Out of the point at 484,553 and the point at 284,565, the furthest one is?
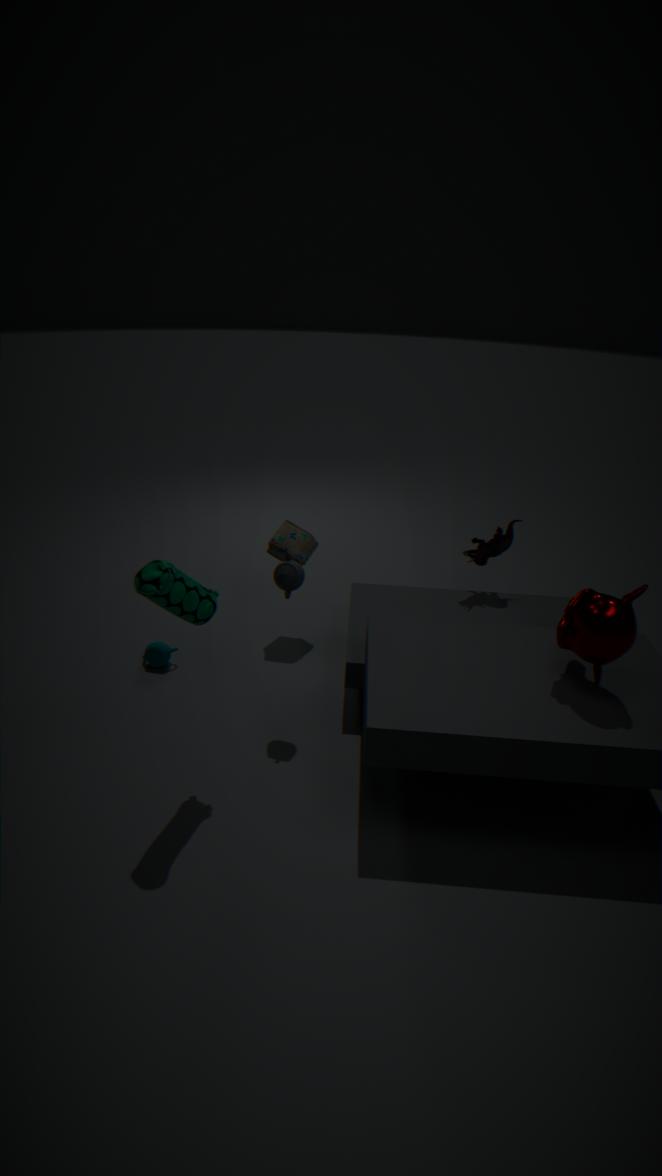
the point at 484,553
